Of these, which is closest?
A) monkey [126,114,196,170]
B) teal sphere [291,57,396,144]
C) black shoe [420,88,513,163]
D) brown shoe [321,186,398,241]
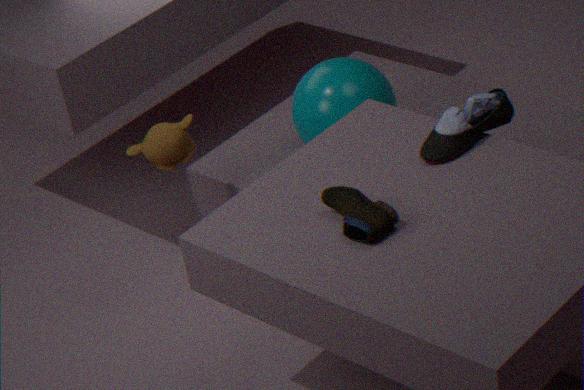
brown shoe [321,186,398,241]
